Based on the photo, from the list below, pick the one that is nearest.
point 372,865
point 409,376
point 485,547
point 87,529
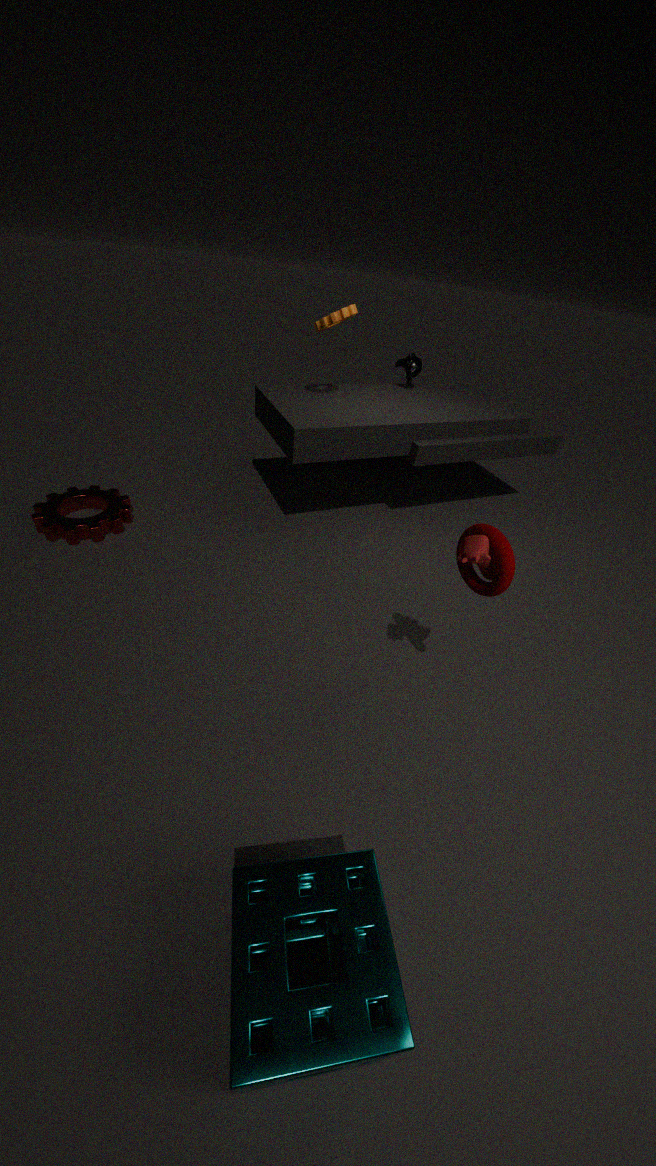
point 372,865
